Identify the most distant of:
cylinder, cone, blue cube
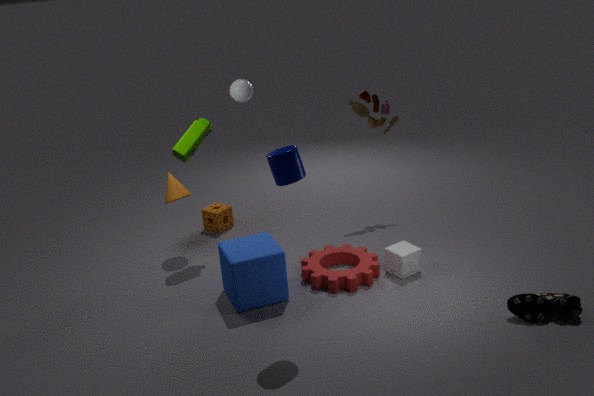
cone
